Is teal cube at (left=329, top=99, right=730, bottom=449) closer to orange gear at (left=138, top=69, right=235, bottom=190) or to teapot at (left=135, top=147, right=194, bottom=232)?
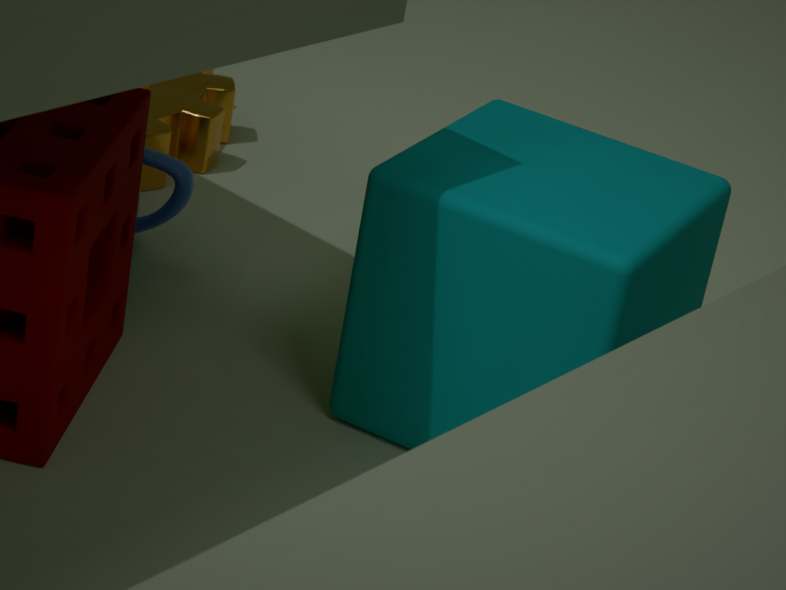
teapot at (left=135, top=147, right=194, bottom=232)
